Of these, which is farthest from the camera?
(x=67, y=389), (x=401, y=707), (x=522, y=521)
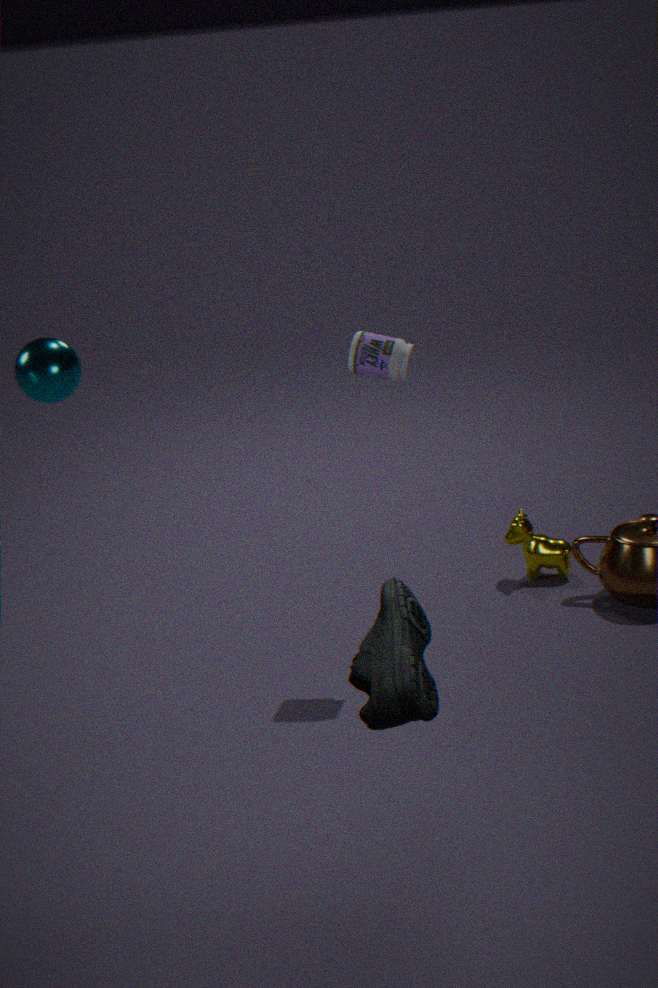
(x=522, y=521)
